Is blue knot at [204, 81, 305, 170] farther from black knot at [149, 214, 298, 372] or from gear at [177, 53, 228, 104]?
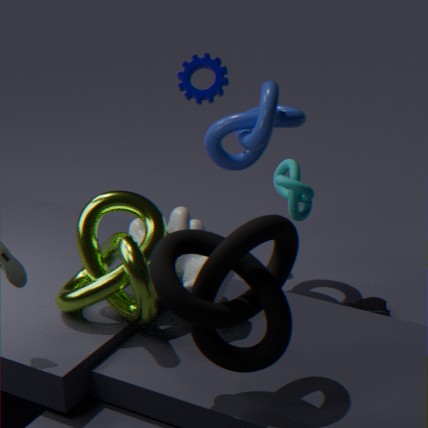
black knot at [149, 214, 298, 372]
